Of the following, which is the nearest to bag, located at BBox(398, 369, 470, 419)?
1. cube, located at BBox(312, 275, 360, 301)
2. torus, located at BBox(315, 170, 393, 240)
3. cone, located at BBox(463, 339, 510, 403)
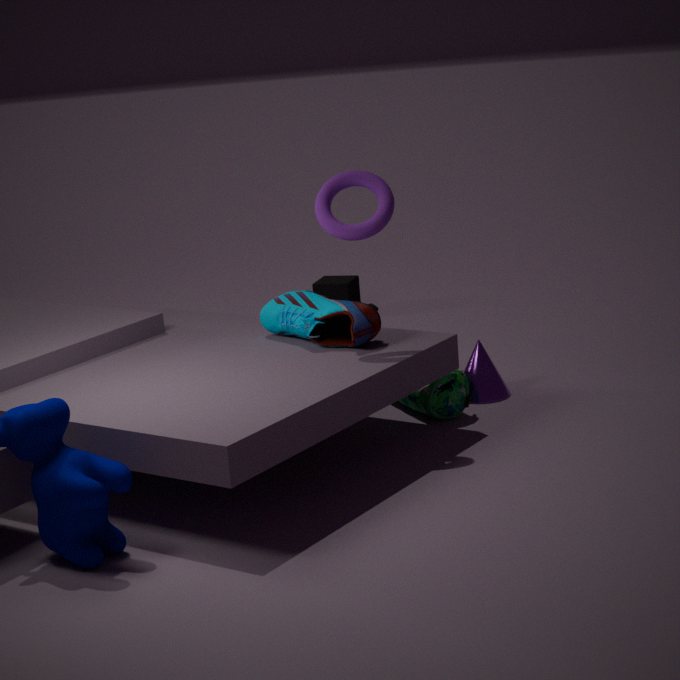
cone, located at BBox(463, 339, 510, 403)
